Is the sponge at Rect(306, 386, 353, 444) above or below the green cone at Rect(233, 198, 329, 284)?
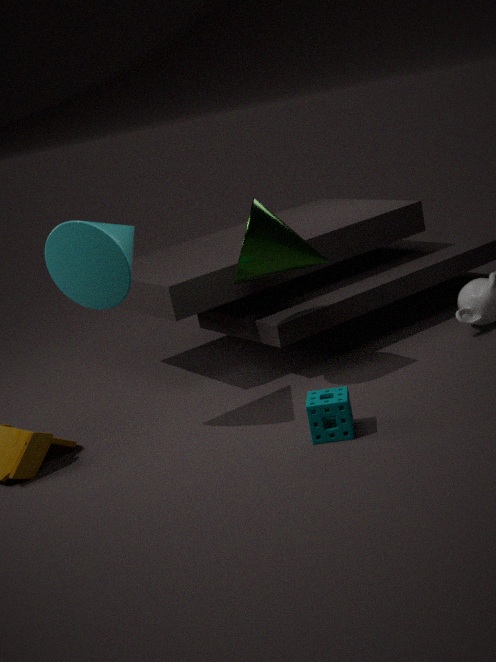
below
